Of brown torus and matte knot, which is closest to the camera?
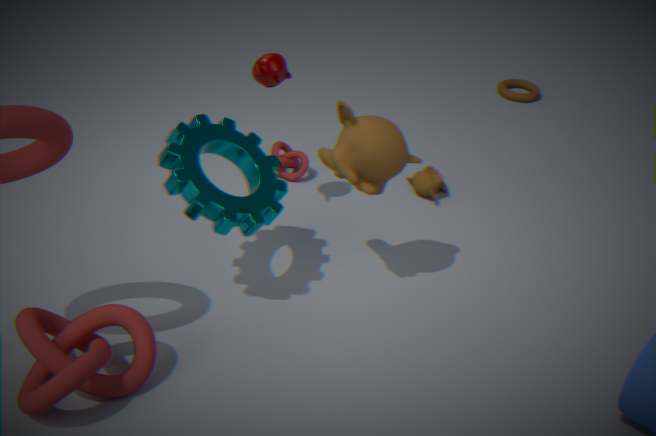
matte knot
